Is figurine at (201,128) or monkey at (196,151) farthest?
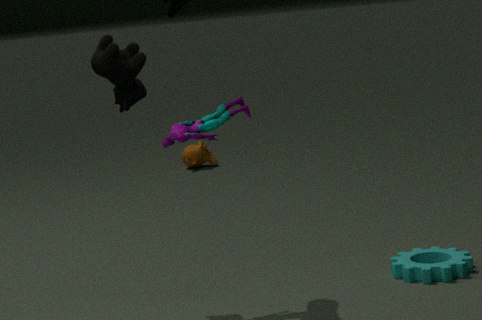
monkey at (196,151)
